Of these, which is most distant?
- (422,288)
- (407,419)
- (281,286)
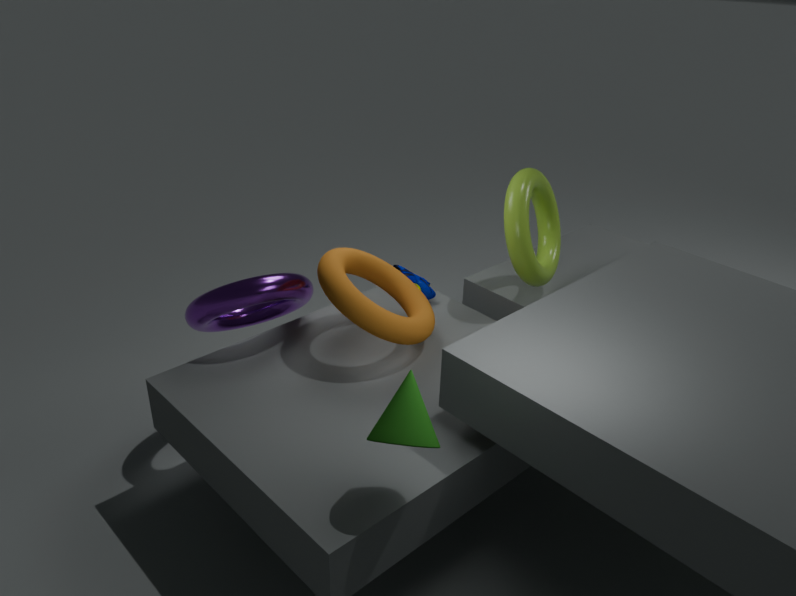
(422,288)
